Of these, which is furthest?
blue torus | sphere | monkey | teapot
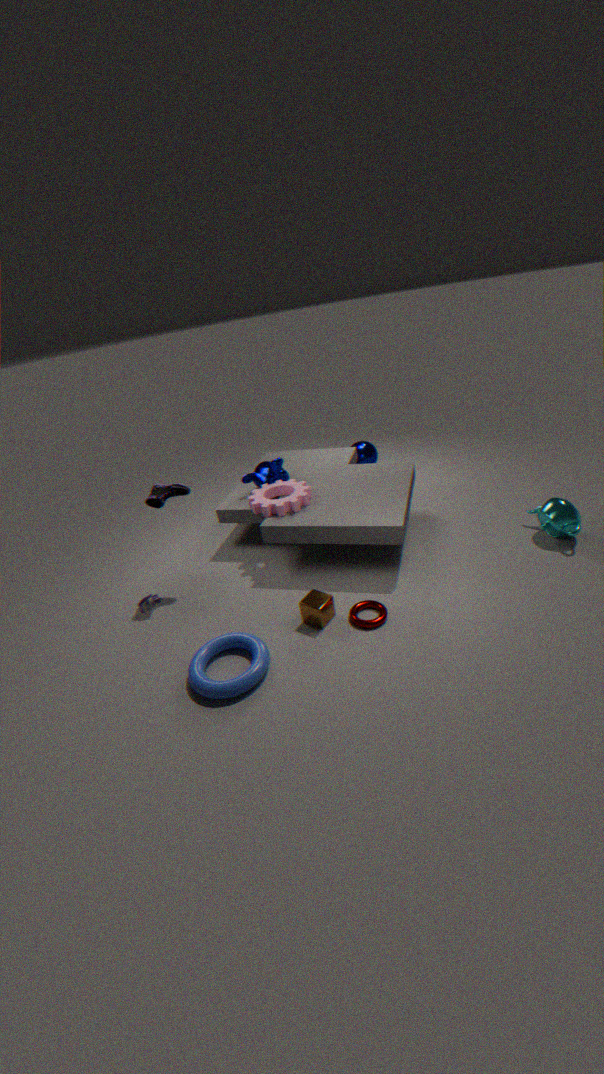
sphere
